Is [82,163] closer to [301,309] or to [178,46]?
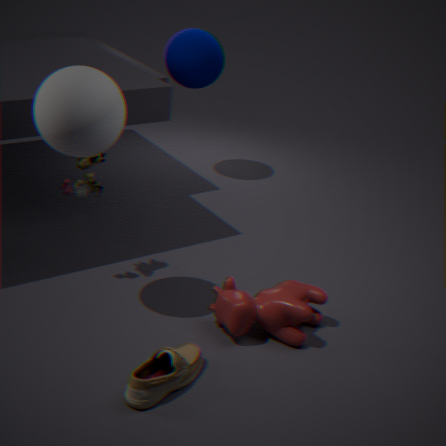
[301,309]
